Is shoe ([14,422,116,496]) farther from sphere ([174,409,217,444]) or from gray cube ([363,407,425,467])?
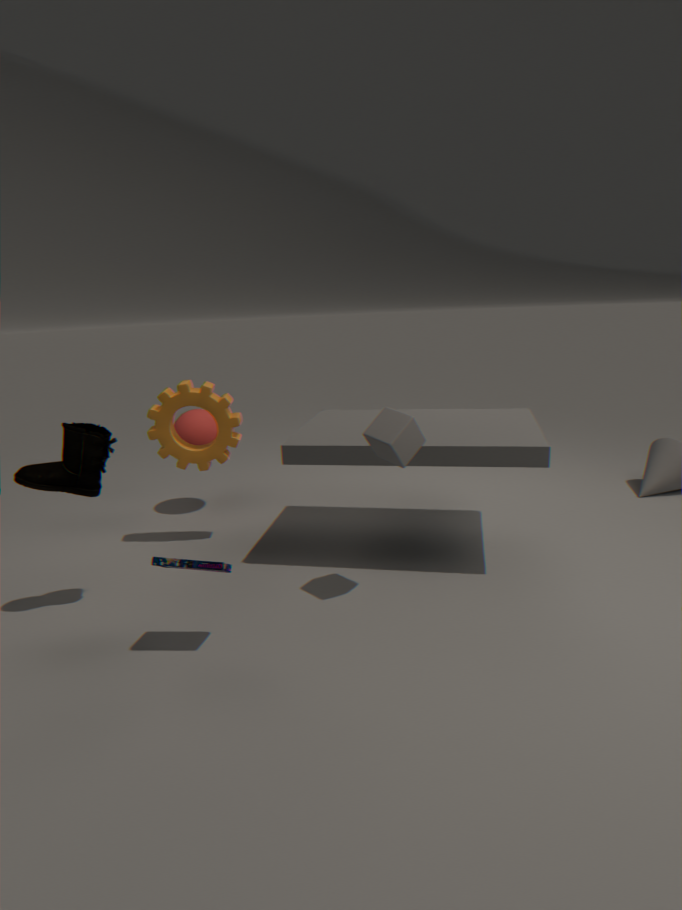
sphere ([174,409,217,444])
